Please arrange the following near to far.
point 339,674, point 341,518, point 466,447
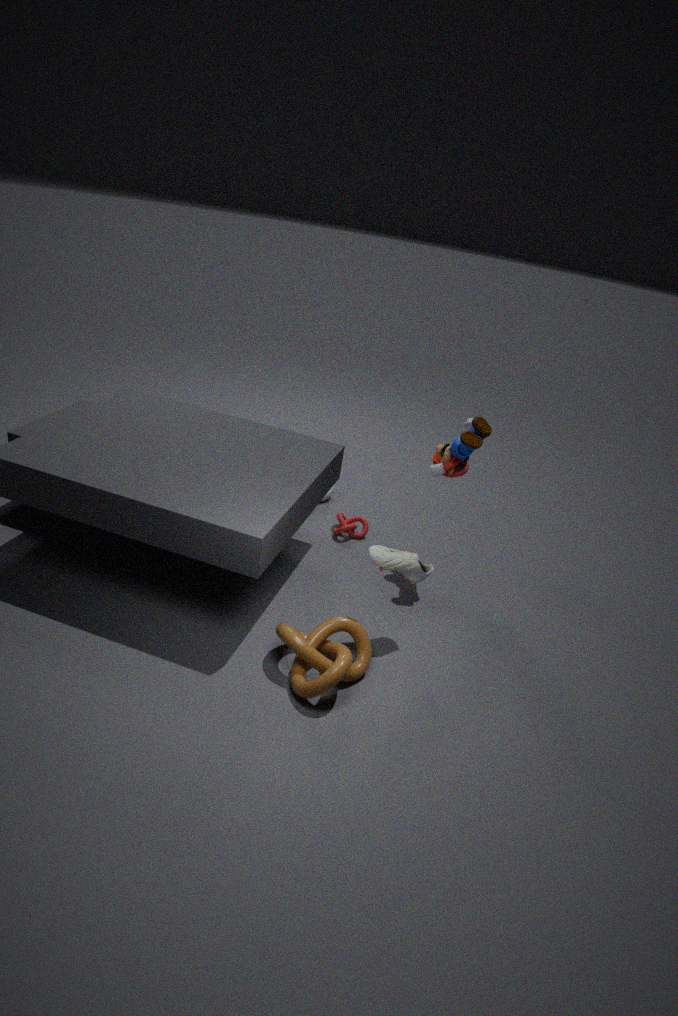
point 339,674 < point 466,447 < point 341,518
